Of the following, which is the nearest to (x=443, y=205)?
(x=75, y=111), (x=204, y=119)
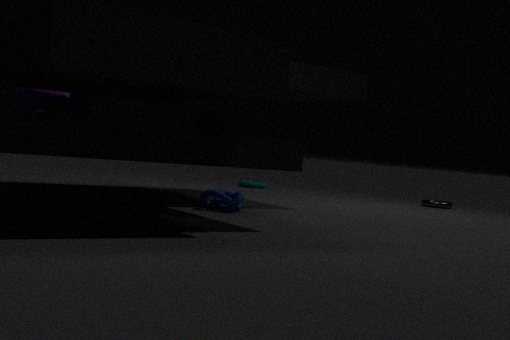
(x=204, y=119)
